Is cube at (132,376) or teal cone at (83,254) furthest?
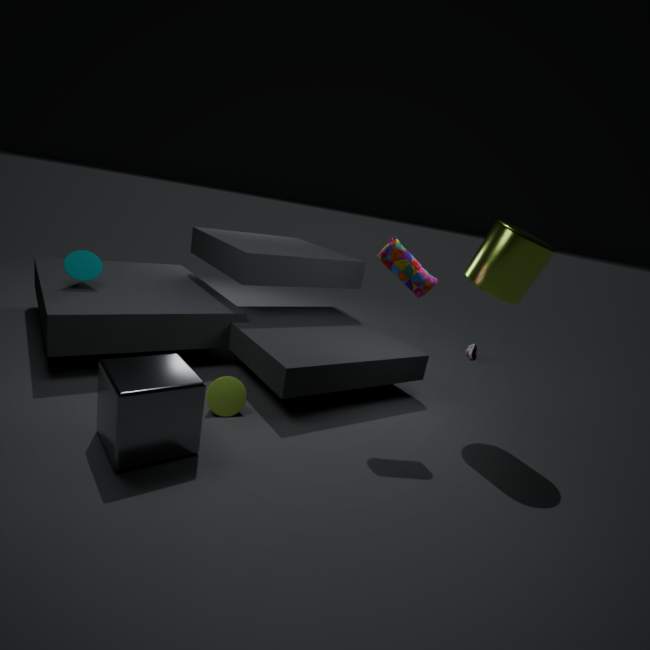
teal cone at (83,254)
